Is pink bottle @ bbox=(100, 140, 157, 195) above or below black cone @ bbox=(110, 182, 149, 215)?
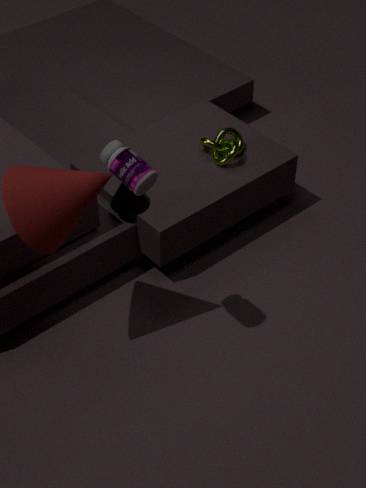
above
